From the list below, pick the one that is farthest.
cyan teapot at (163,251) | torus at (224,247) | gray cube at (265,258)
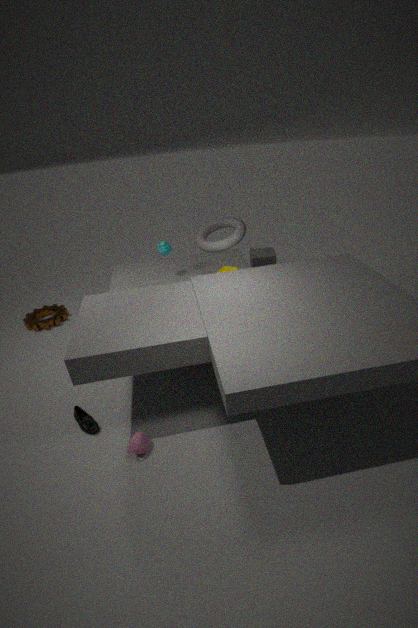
gray cube at (265,258)
